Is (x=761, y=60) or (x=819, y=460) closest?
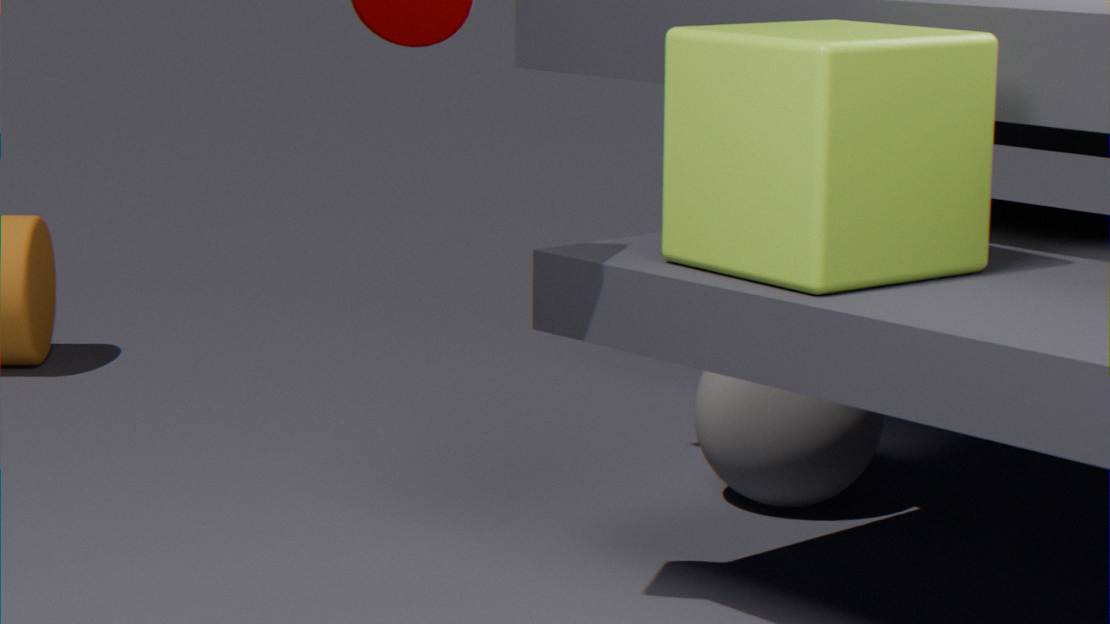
(x=761, y=60)
